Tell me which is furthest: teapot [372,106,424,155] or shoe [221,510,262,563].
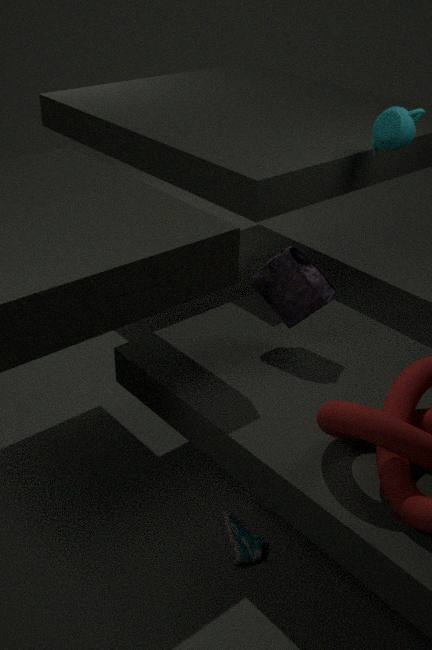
teapot [372,106,424,155]
